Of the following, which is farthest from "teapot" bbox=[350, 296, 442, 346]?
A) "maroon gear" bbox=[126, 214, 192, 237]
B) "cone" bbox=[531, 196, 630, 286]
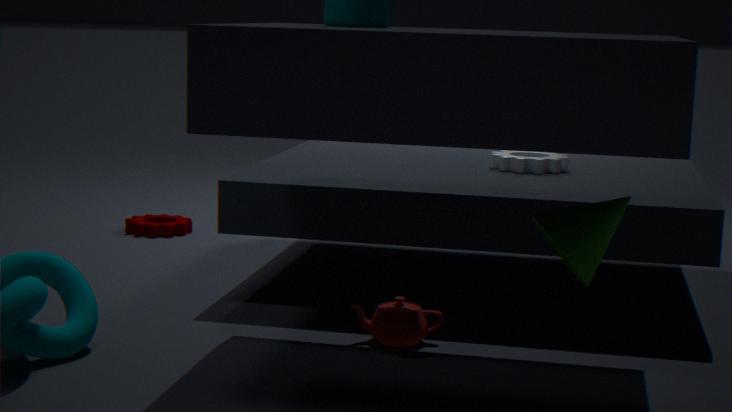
"maroon gear" bbox=[126, 214, 192, 237]
